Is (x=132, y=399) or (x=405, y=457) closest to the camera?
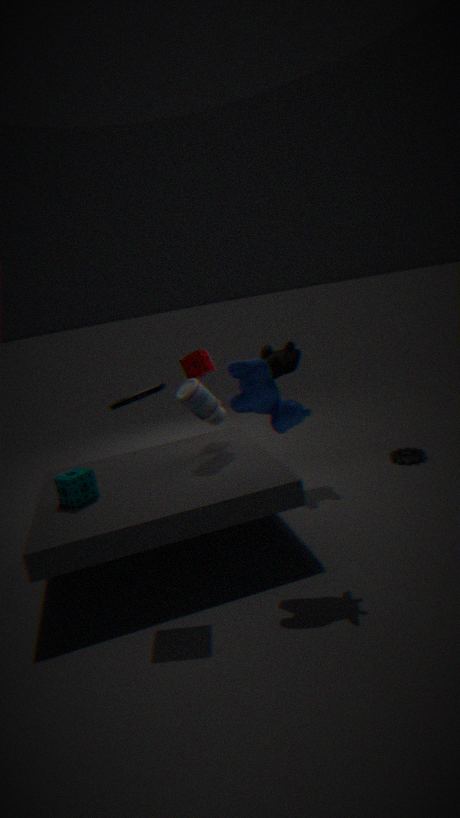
(x=132, y=399)
